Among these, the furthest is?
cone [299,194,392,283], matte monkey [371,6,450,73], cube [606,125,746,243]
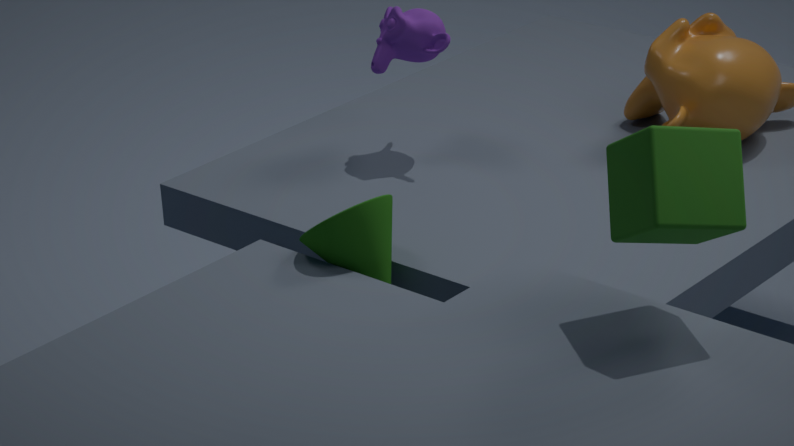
matte monkey [371,6,450,73]
